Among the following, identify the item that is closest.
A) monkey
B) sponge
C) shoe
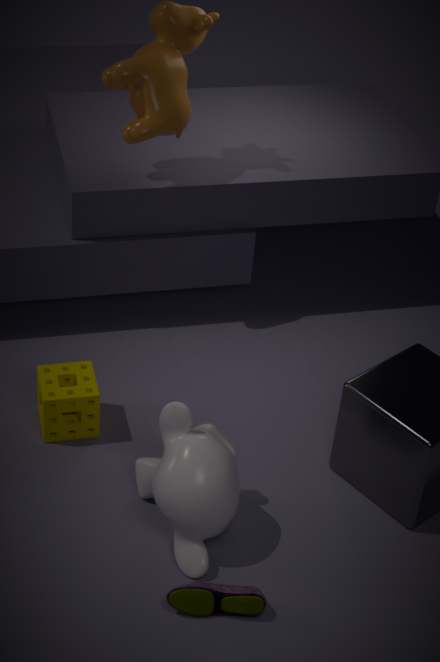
shoe
